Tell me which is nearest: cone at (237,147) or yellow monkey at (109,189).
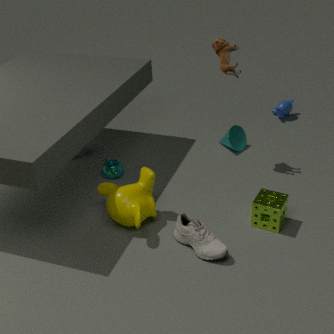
yellow monkey at (109,189)
